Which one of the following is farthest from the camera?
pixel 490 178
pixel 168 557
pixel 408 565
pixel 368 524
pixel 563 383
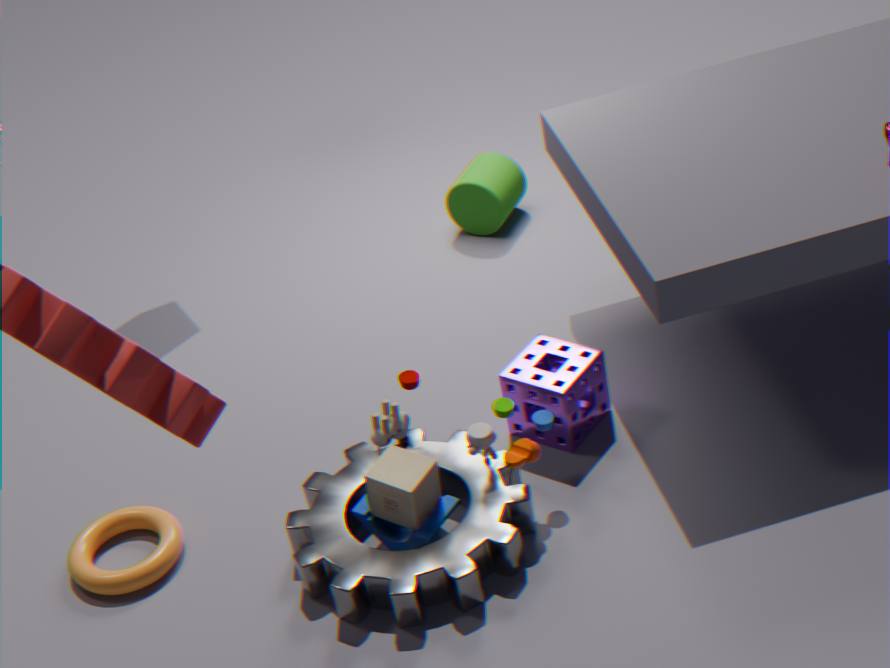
pixel 490 178
